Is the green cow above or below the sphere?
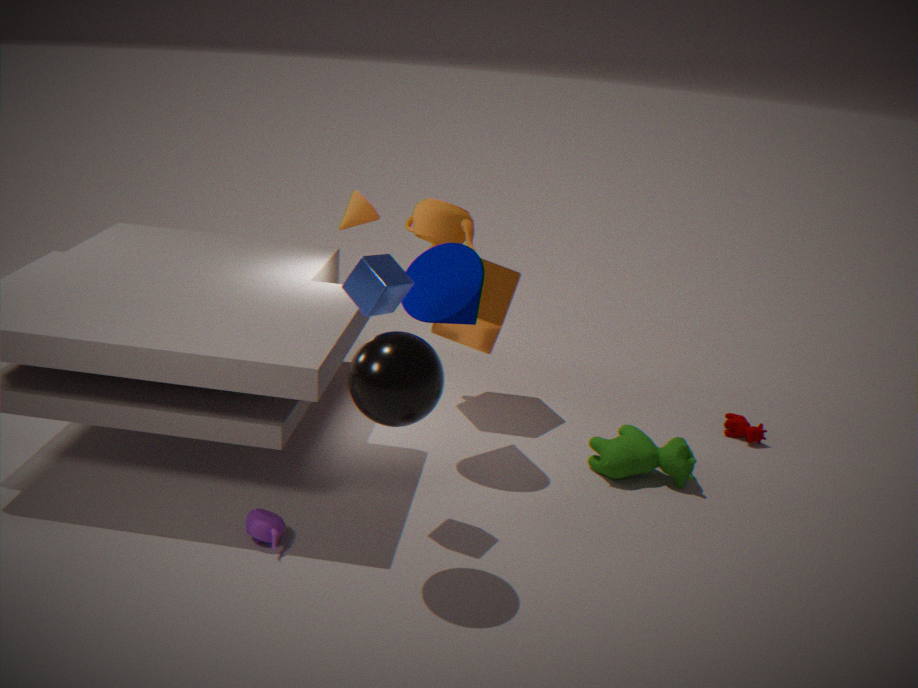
below
